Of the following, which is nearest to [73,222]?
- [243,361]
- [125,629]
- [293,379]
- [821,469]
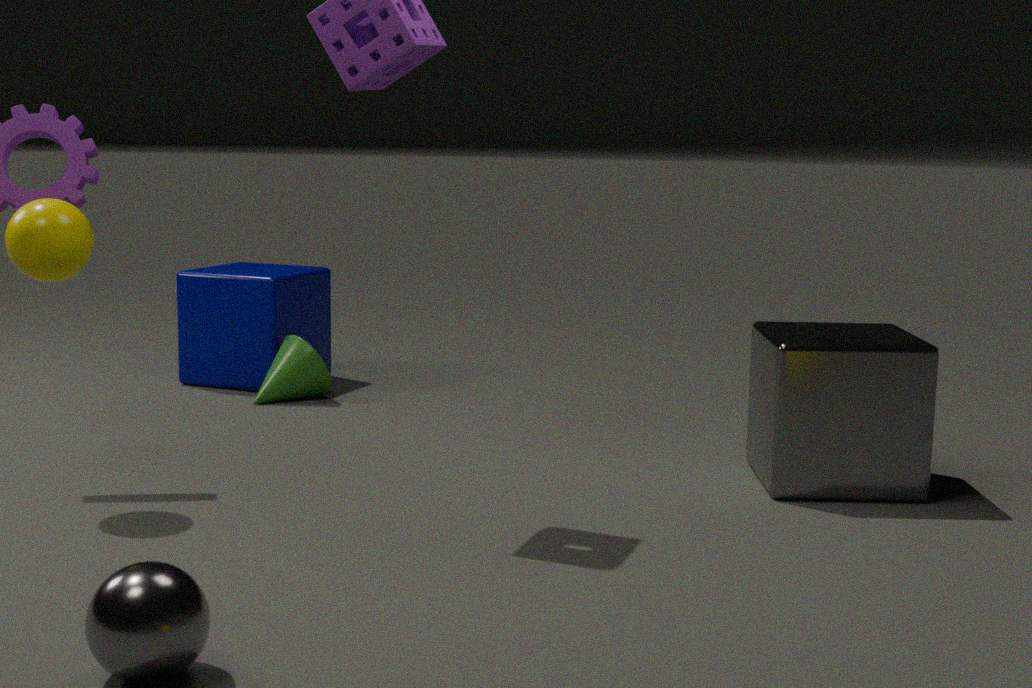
[125,629]
